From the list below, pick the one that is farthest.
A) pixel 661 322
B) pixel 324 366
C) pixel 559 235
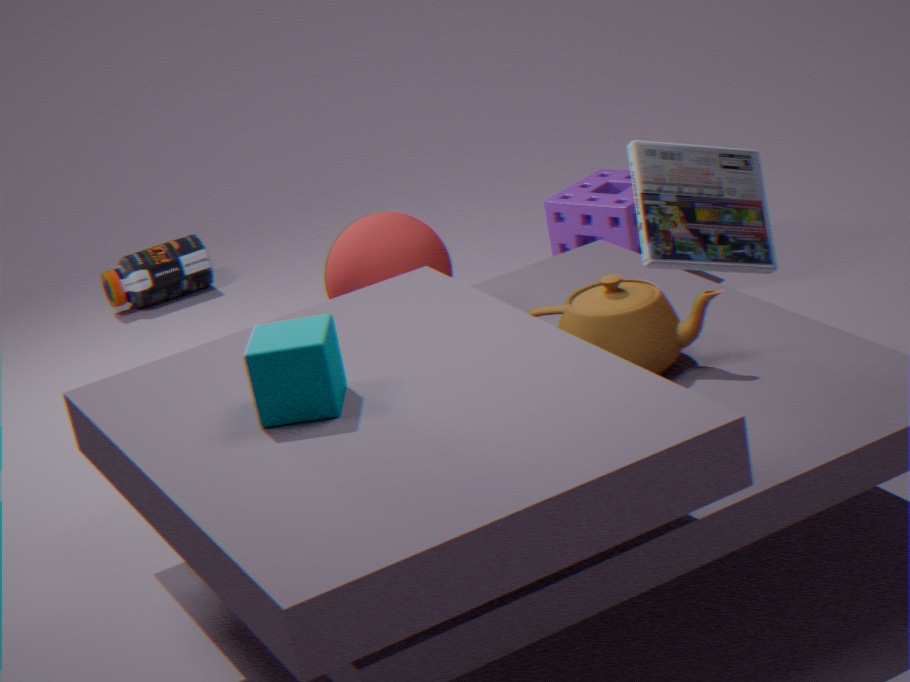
pixel 559 235
